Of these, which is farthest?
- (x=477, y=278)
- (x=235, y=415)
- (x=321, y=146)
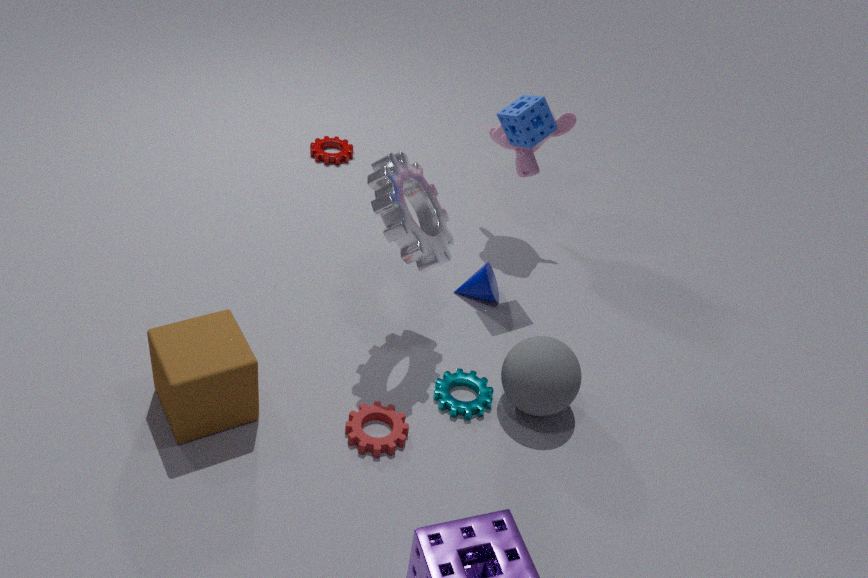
(x=321, y=146)
